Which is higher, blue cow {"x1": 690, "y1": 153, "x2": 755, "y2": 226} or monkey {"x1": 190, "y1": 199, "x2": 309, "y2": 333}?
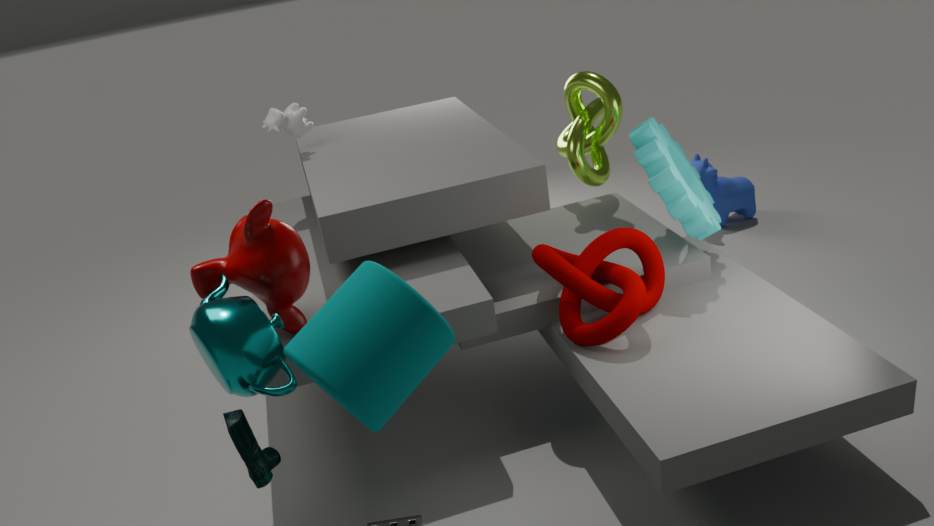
monkey {"x1": 190, "y1": 199, "x2": 309, "y2": 333}
